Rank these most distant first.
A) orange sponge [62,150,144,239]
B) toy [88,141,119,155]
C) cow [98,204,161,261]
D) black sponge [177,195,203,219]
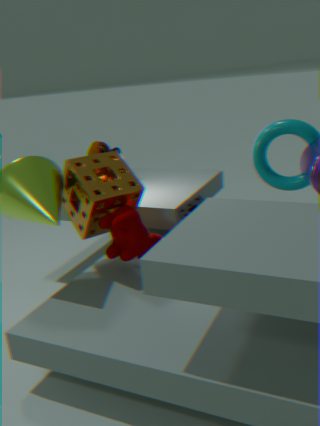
toy [88,141,119,155], black sponge [177,195,203,219], orange sponge [62,150,144,239], cow [98,204,161,261]
